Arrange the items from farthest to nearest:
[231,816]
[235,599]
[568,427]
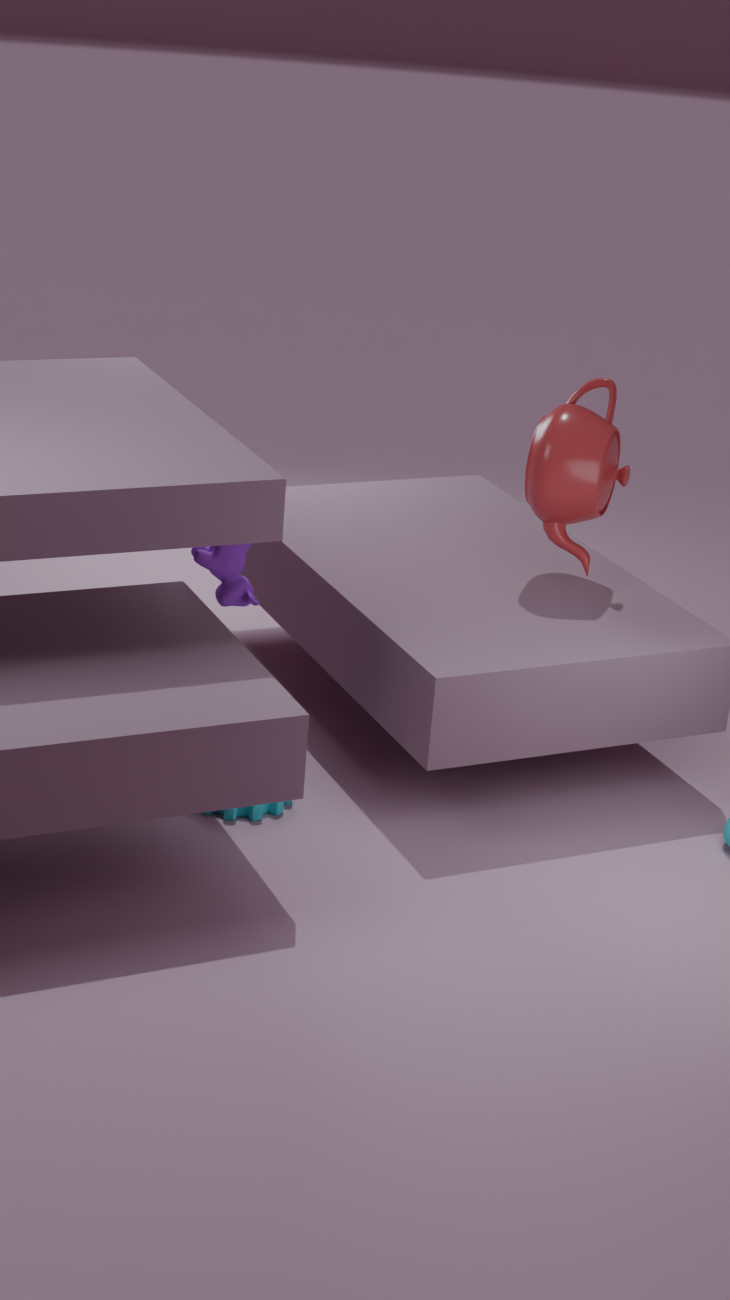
[568,427], [235,599], [231,816]
